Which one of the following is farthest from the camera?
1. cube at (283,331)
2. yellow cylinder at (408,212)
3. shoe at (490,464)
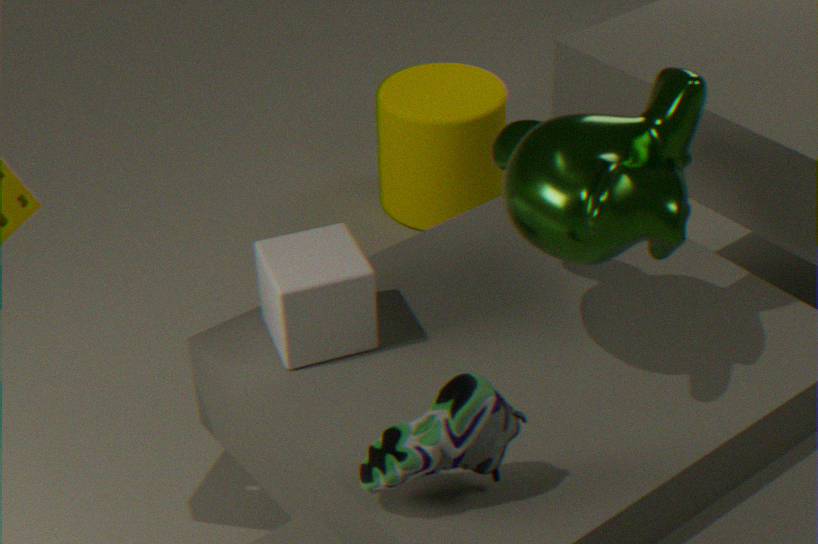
yellow cylinder at (408,212)
